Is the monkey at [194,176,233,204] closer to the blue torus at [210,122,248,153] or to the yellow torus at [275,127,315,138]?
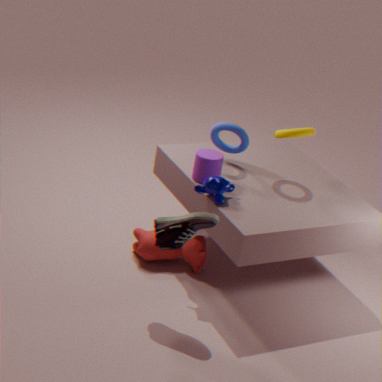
the blue torus at [210,122,248,153]
